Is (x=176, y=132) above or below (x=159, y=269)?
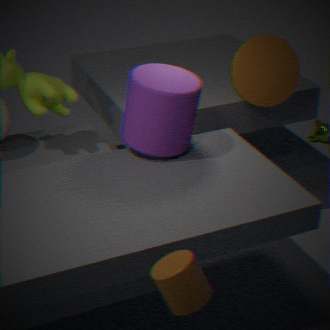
above
